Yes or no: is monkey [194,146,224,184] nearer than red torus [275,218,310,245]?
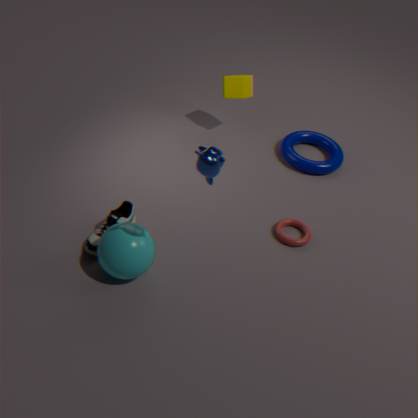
Yes
